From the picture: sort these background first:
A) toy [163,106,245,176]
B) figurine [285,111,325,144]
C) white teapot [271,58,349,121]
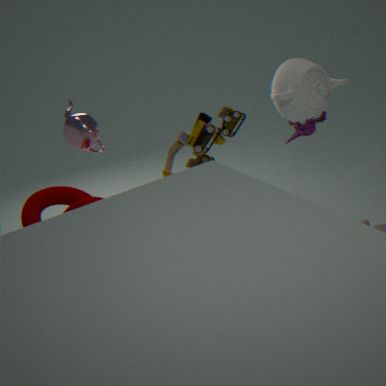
figurine [285,111,325,144]
white teapot [271,58,349,121]
toy [163,106,245,176]
